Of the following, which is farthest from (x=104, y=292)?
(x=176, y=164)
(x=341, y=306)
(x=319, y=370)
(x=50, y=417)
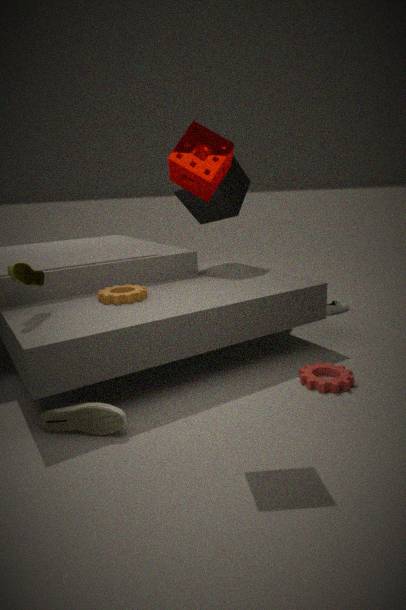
(x=341, y=306)
